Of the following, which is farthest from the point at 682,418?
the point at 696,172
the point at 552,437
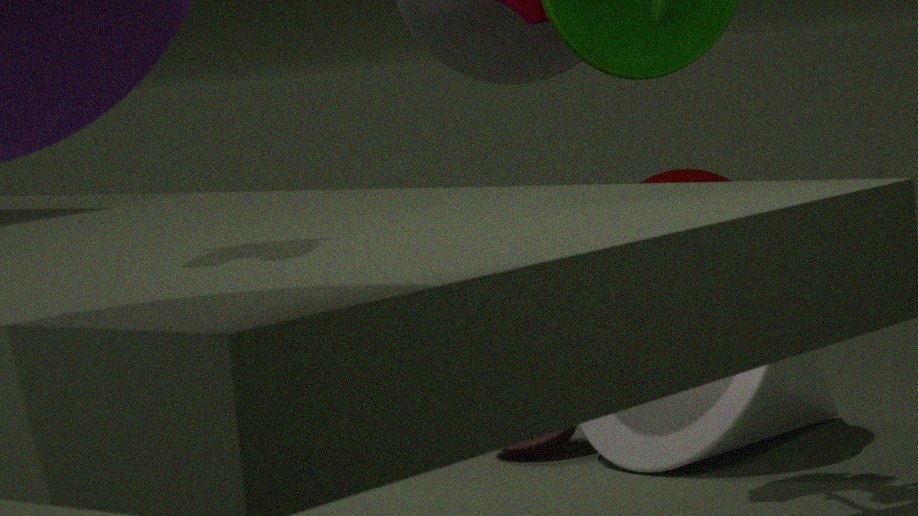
the point at 696,172
